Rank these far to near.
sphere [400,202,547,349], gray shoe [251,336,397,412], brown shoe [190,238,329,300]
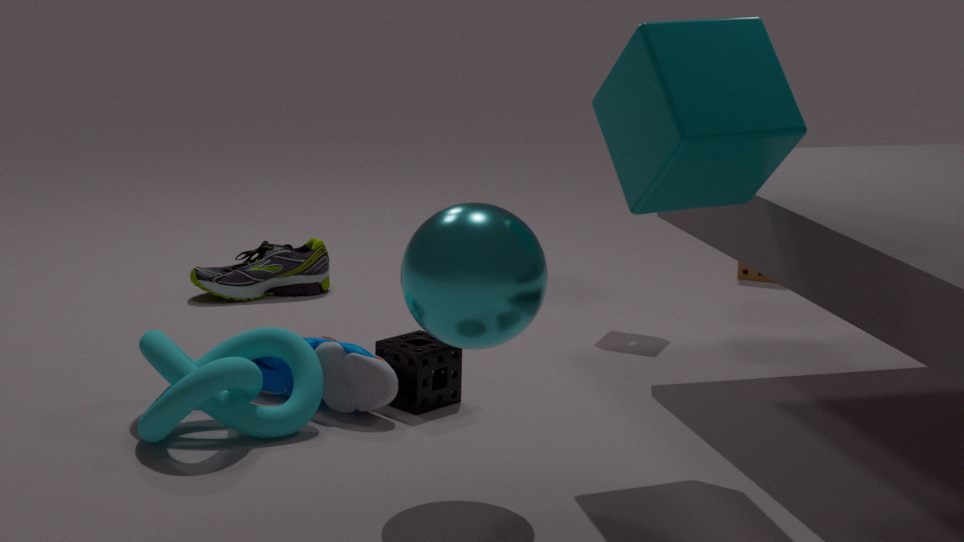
brown shoe [190,238,329,300] → gray shoe [251,336,397,412] → sphere [400,202,547,349]
